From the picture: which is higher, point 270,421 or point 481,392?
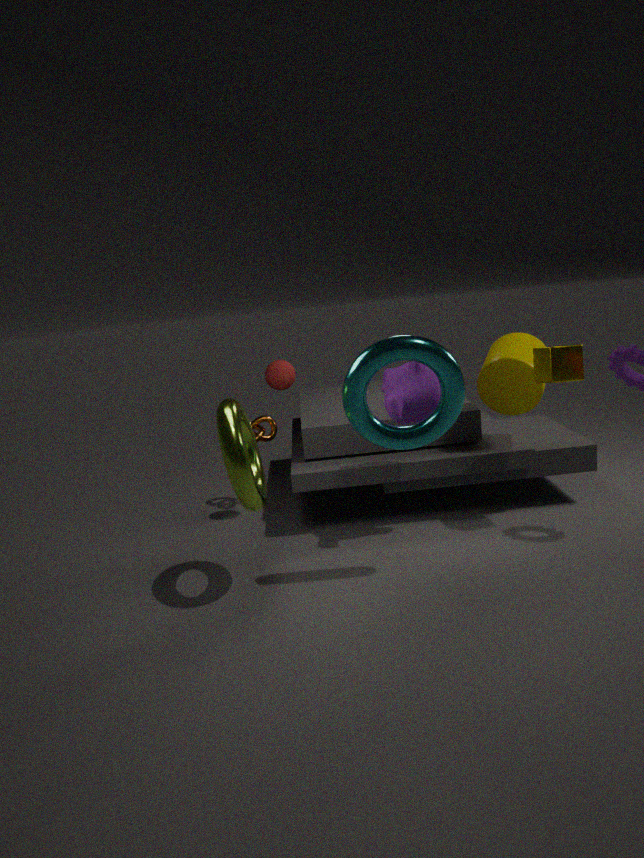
point 481,392
